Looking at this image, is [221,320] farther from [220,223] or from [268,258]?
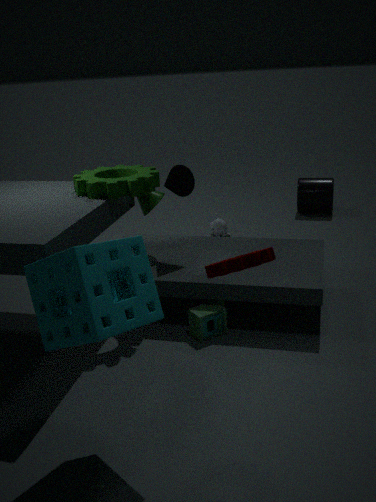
[220,223]
